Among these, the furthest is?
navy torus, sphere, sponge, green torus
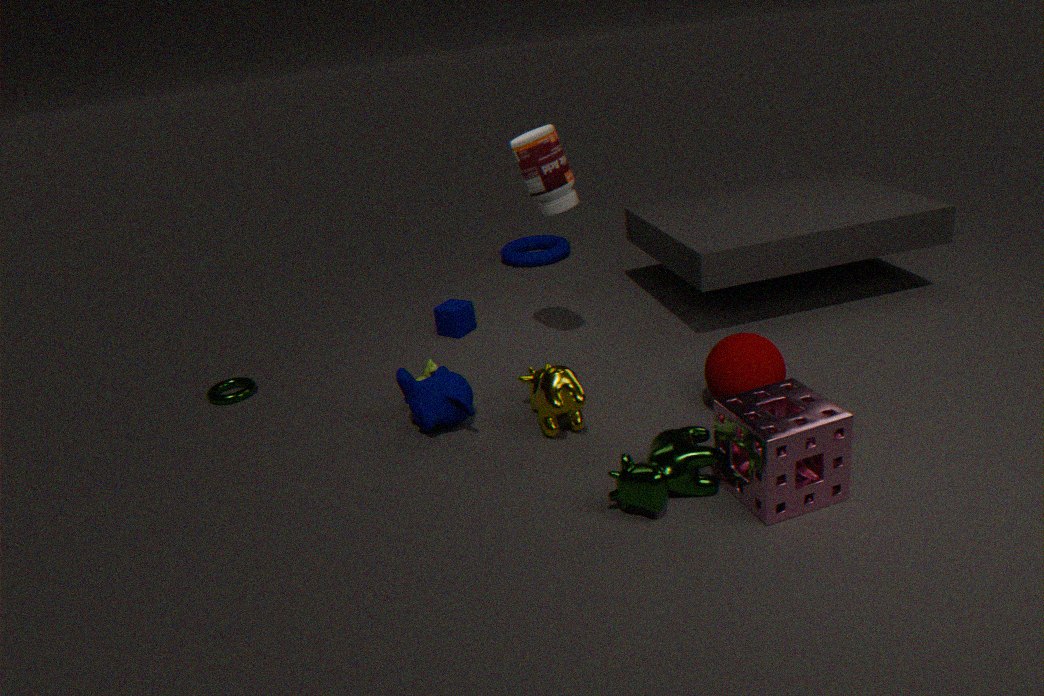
navy torus
